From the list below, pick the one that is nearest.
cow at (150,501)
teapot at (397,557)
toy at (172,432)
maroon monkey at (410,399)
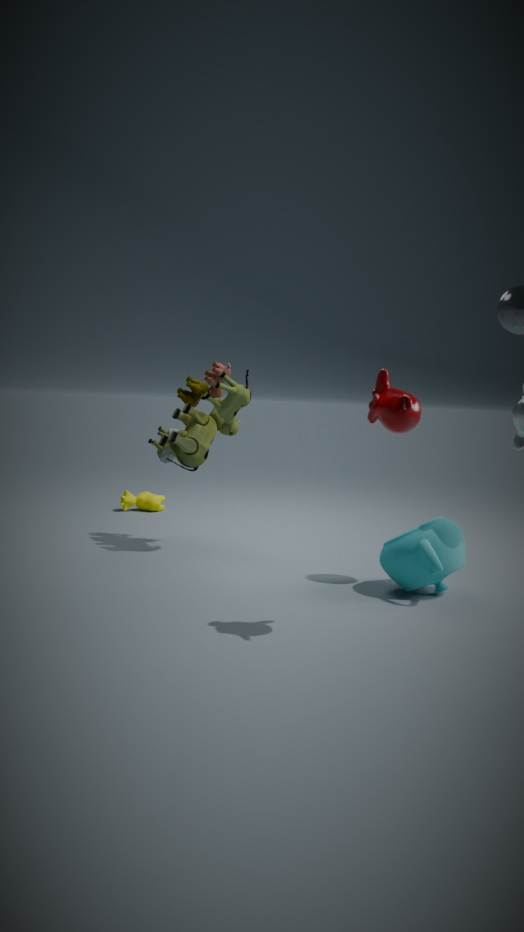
maroon monkey at (410,399)
